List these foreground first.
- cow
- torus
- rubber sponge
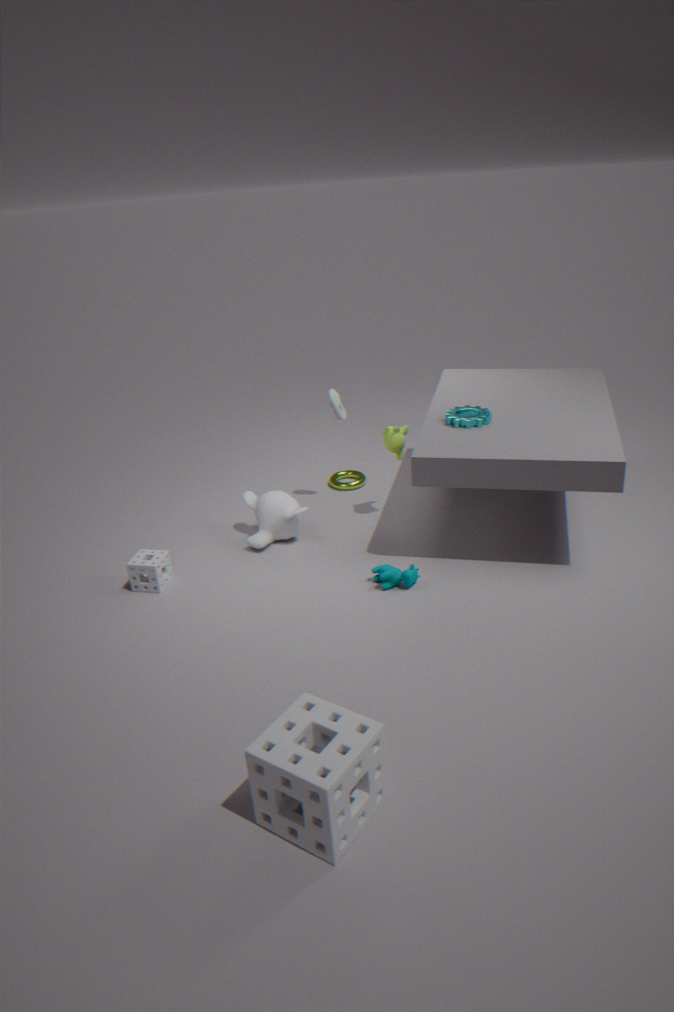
rubber sponge, cow, torus
